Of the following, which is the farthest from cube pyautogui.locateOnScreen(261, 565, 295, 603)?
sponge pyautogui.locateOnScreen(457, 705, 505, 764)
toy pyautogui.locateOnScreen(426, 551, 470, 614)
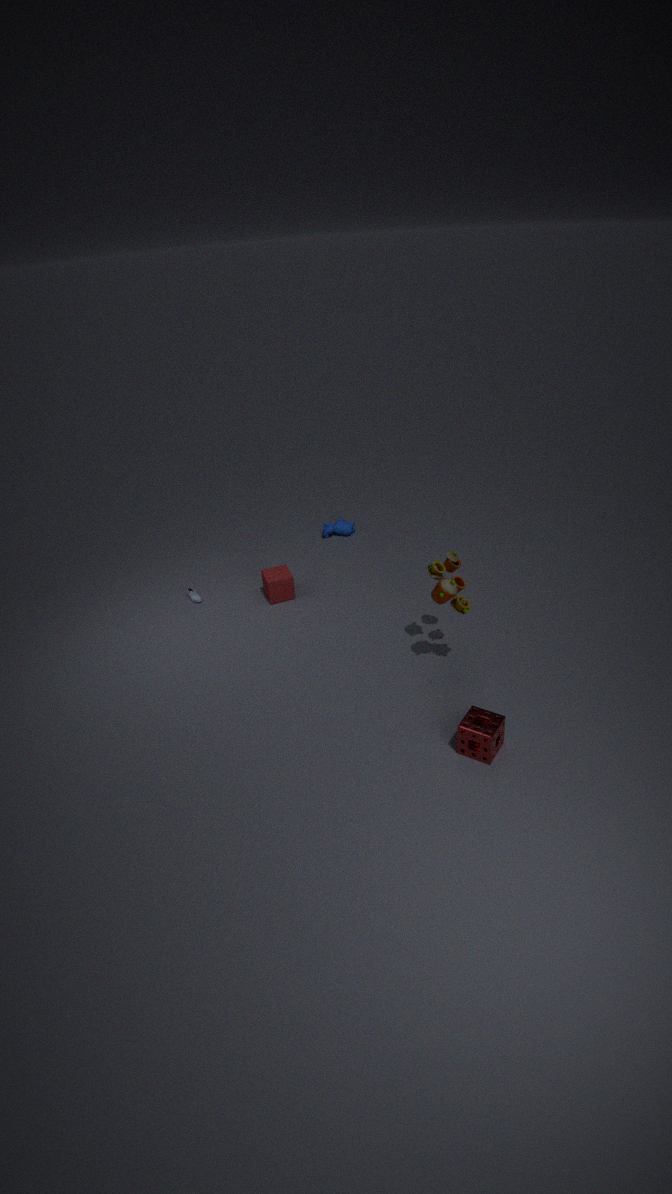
sponge pyautogui.locateOnScreen(457, 705, 505, 764)
